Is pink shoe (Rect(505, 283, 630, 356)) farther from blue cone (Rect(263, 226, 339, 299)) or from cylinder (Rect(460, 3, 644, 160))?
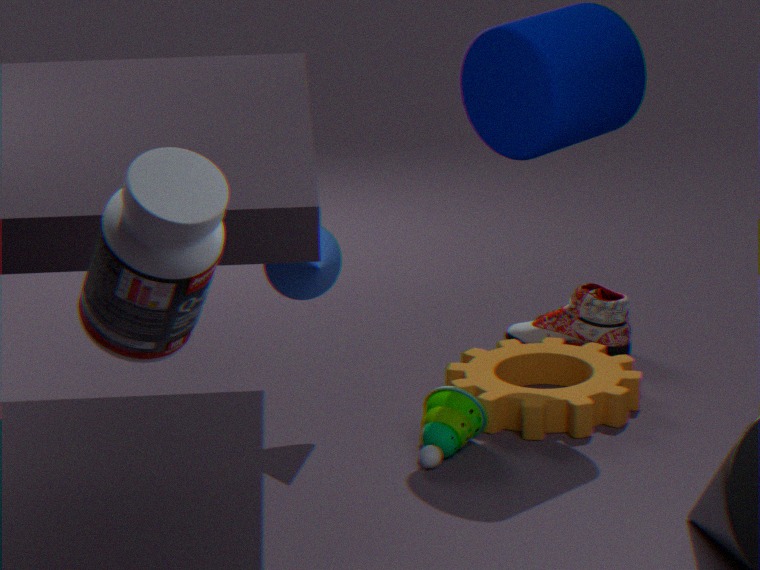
blue cone (Rect(263, 226, 339, 299))
